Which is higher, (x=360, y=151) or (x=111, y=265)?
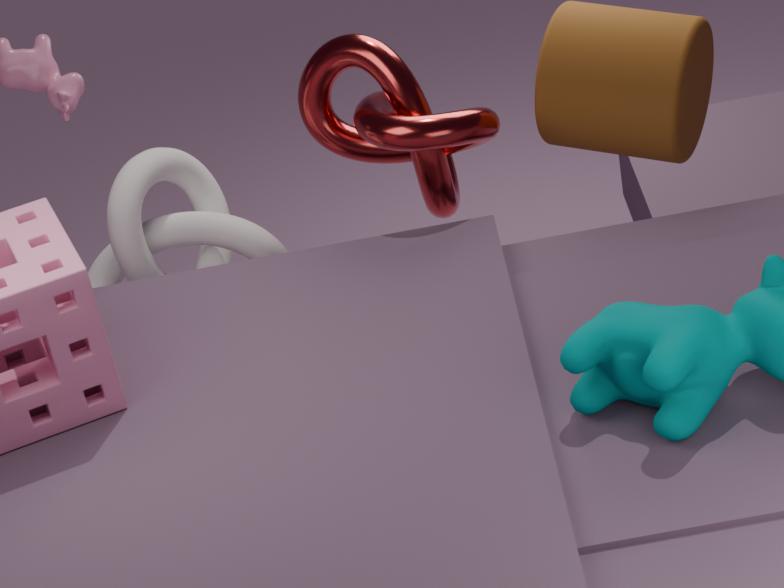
(x=360, y=151)
